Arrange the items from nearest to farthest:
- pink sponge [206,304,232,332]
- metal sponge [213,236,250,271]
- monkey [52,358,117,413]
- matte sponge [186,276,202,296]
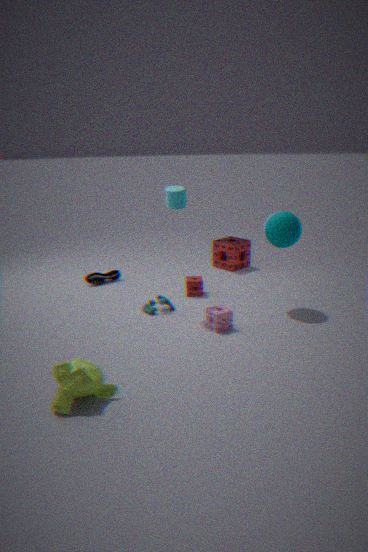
monkey [52,358,117,413]
pink sponge [206,304,232,332]
matte sponge [186,276,202,296]
metal sponge [213,236,250,271]
